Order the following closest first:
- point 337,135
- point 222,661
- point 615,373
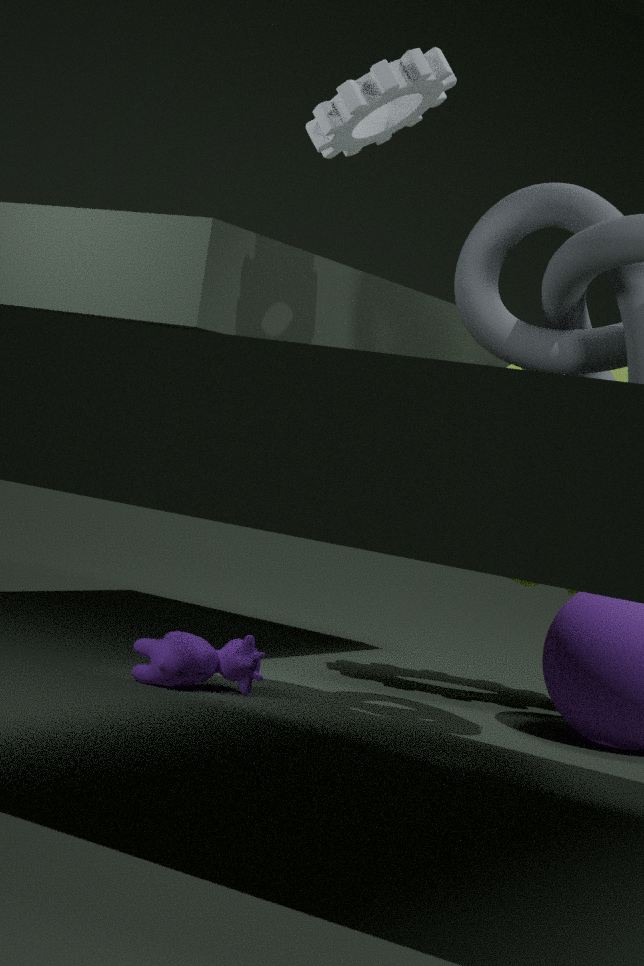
point 337,135 < point 222,661 < point 615,373
